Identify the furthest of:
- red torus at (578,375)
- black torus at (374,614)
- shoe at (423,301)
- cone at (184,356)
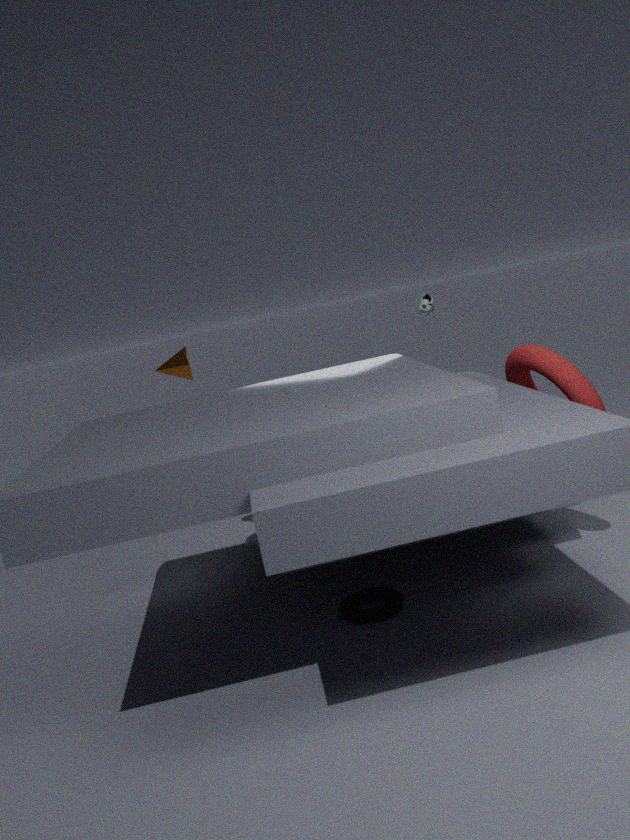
cone at (184,356)
